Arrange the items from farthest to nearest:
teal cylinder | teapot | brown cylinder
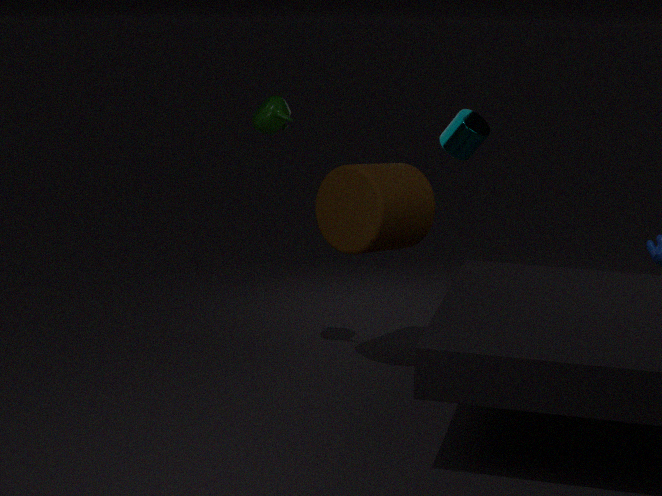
1. teal cylinder
2. teapot
3. brown cylinder
